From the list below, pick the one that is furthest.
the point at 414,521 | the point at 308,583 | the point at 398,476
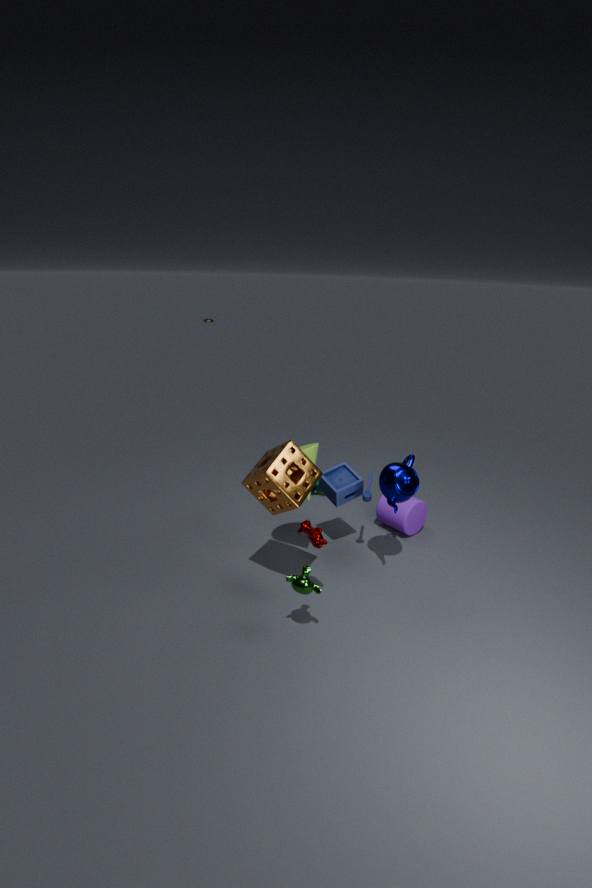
the point at 414,521
